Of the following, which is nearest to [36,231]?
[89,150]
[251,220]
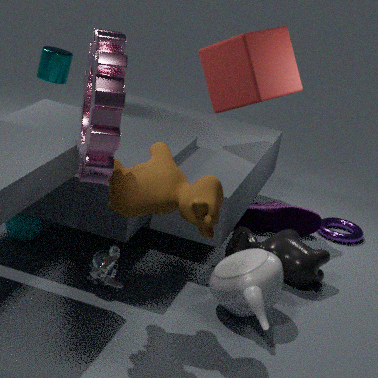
[89,150]
